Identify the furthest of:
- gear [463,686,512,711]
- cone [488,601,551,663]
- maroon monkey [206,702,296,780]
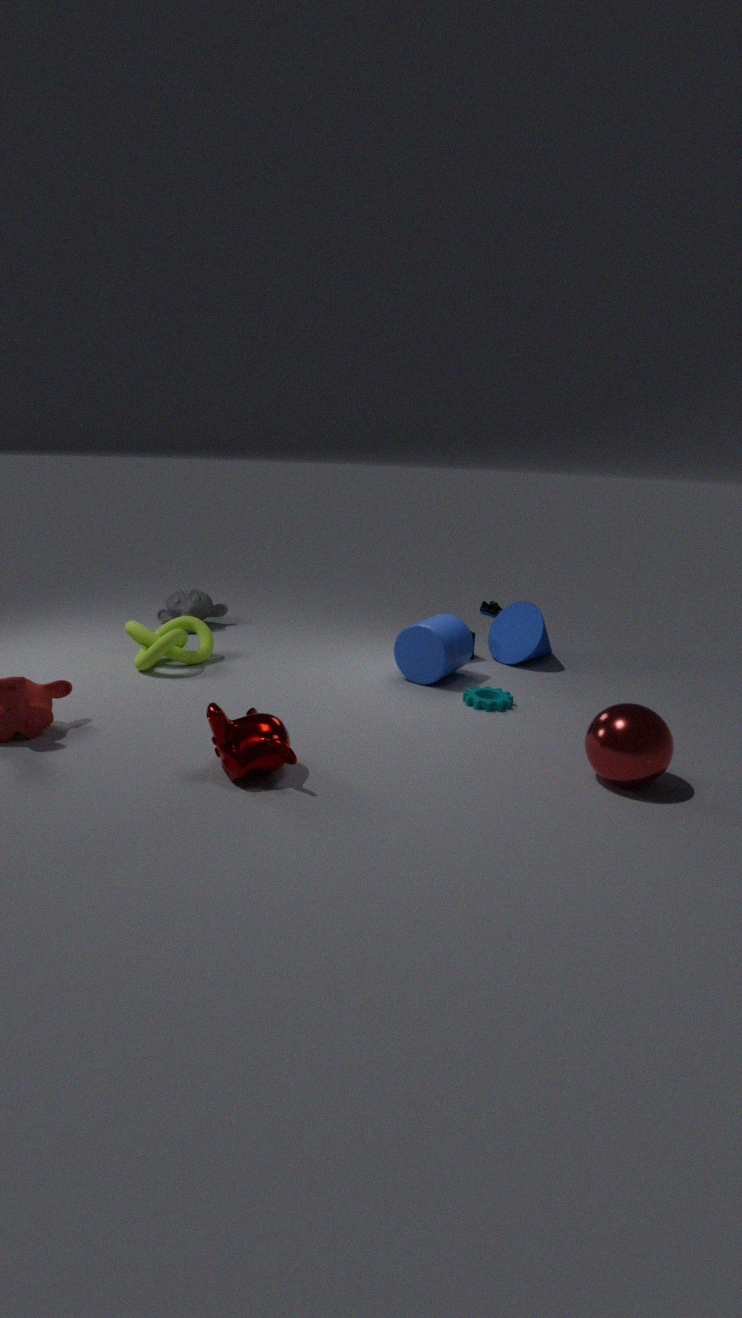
cone [488,601,551,663]
